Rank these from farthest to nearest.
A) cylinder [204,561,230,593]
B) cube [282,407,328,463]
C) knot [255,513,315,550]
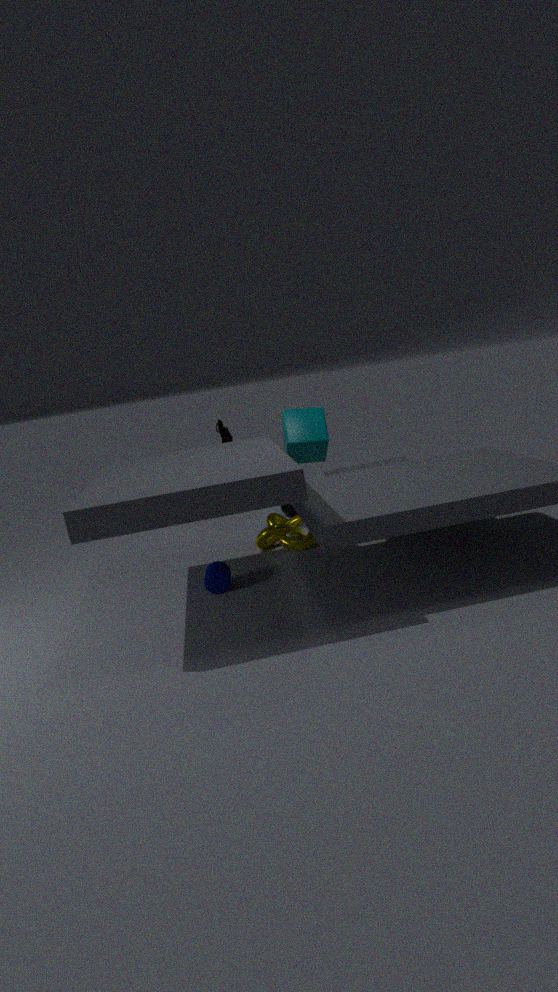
cube [282,407,328,463], knot [255,513,315,550], cylinder [204,561,230,593]
